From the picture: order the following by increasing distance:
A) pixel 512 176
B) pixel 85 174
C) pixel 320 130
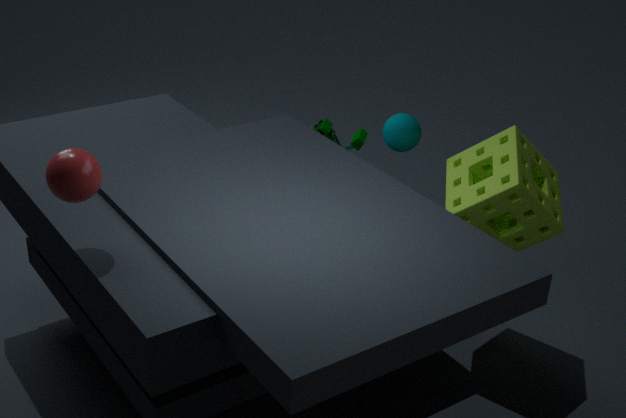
pixel 85 174
pixel 512 176
pixel 320 130
